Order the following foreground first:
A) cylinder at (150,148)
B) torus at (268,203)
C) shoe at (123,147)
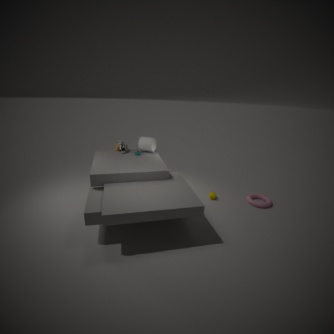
torus at (268,203) < shoe at (123,147) < cylinder at (150,148)
